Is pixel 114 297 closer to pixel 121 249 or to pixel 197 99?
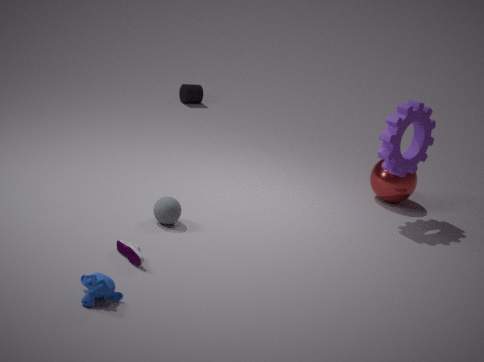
pixel 121 249
